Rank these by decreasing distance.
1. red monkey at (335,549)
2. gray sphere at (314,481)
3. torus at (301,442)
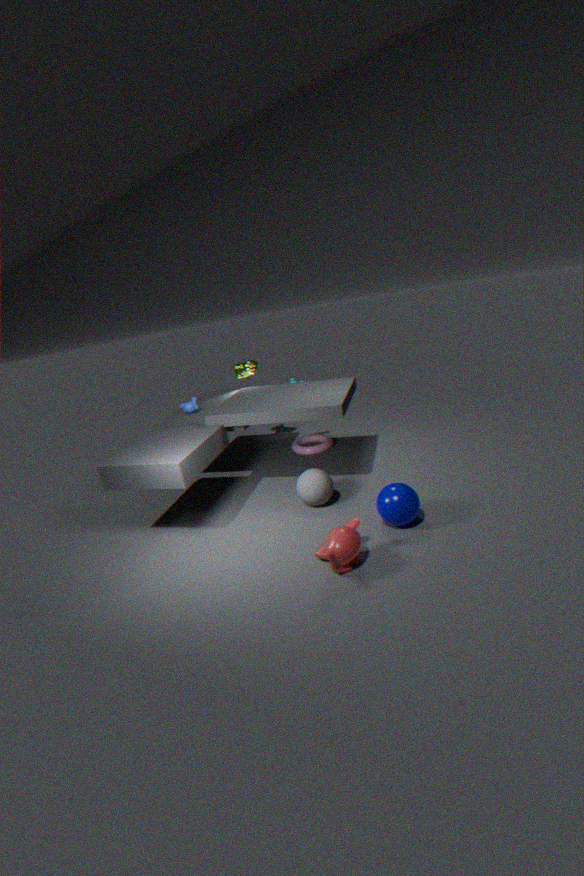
torus at (301,442) → gray sphere at (314,481) → red monkey at (335,549)
